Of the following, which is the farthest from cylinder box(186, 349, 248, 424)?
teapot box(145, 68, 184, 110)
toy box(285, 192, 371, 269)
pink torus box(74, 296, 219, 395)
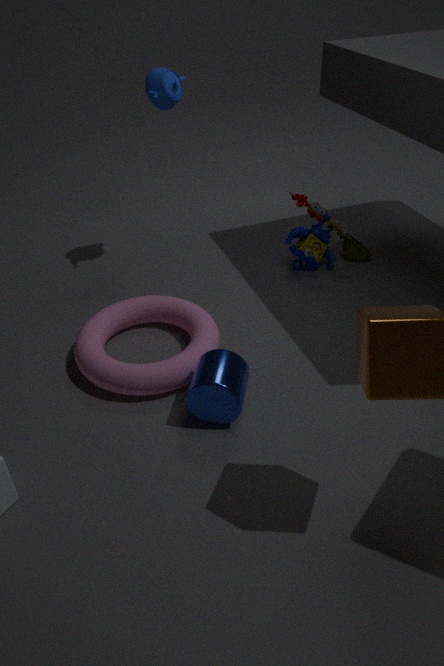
teapot box(145, 68, 184, 110)
